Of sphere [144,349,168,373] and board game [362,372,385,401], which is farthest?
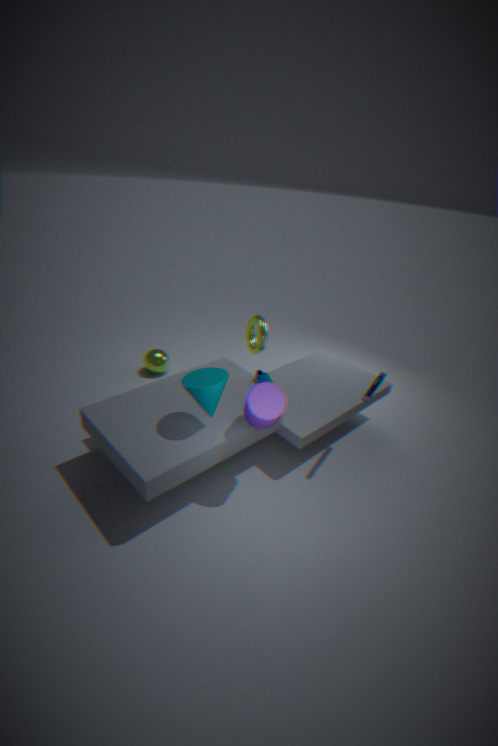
sphere [144,349,168,373]
